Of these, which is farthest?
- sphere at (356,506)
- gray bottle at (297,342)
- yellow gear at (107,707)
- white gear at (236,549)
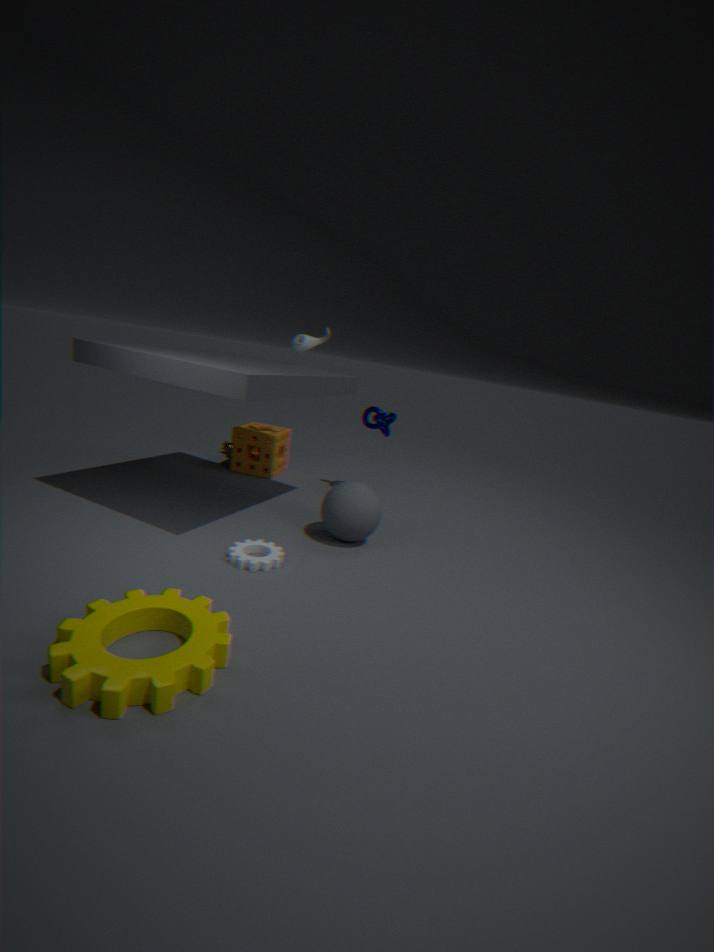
gray bottle at (297,342)
